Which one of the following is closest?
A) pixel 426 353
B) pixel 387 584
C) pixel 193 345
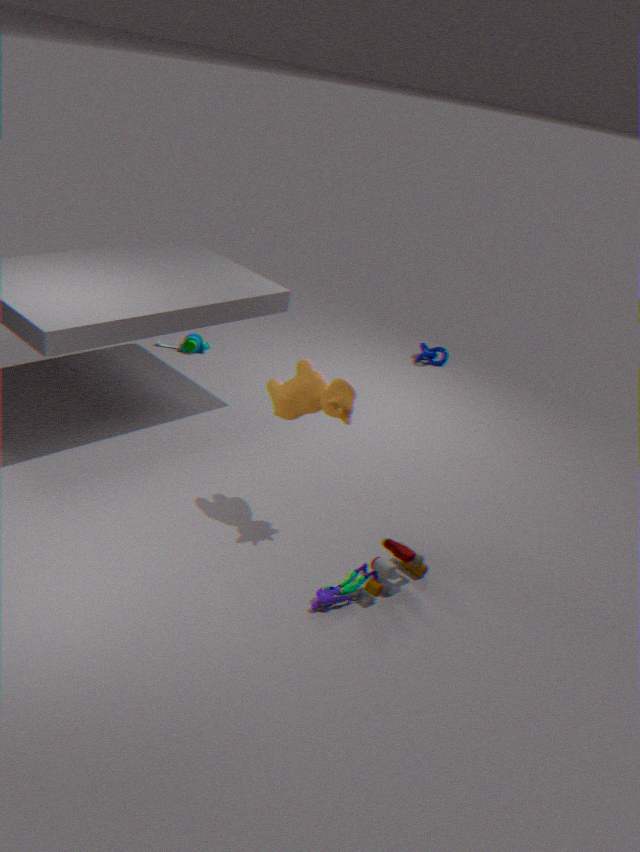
pixel 387 584
